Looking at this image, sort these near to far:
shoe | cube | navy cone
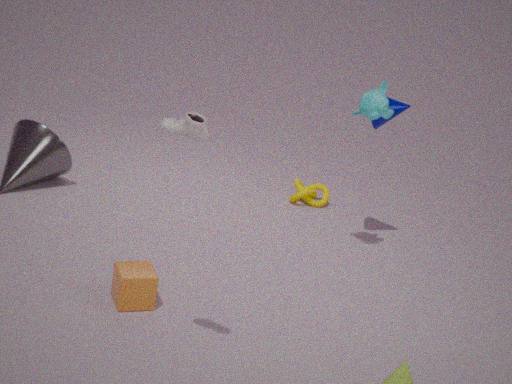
shoe, cube, navy cone
